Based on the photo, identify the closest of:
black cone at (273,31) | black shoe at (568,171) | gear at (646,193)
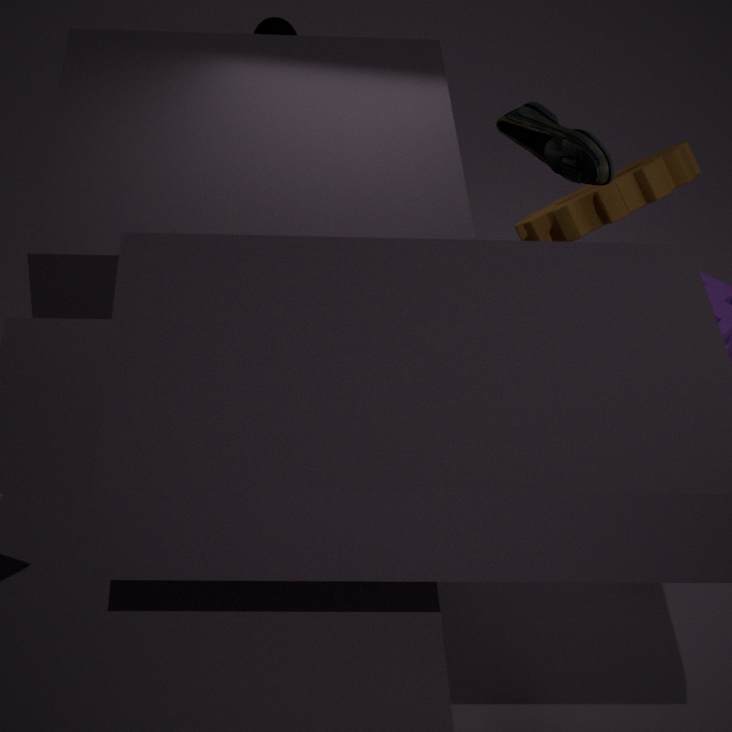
black shoe at (568,171)
